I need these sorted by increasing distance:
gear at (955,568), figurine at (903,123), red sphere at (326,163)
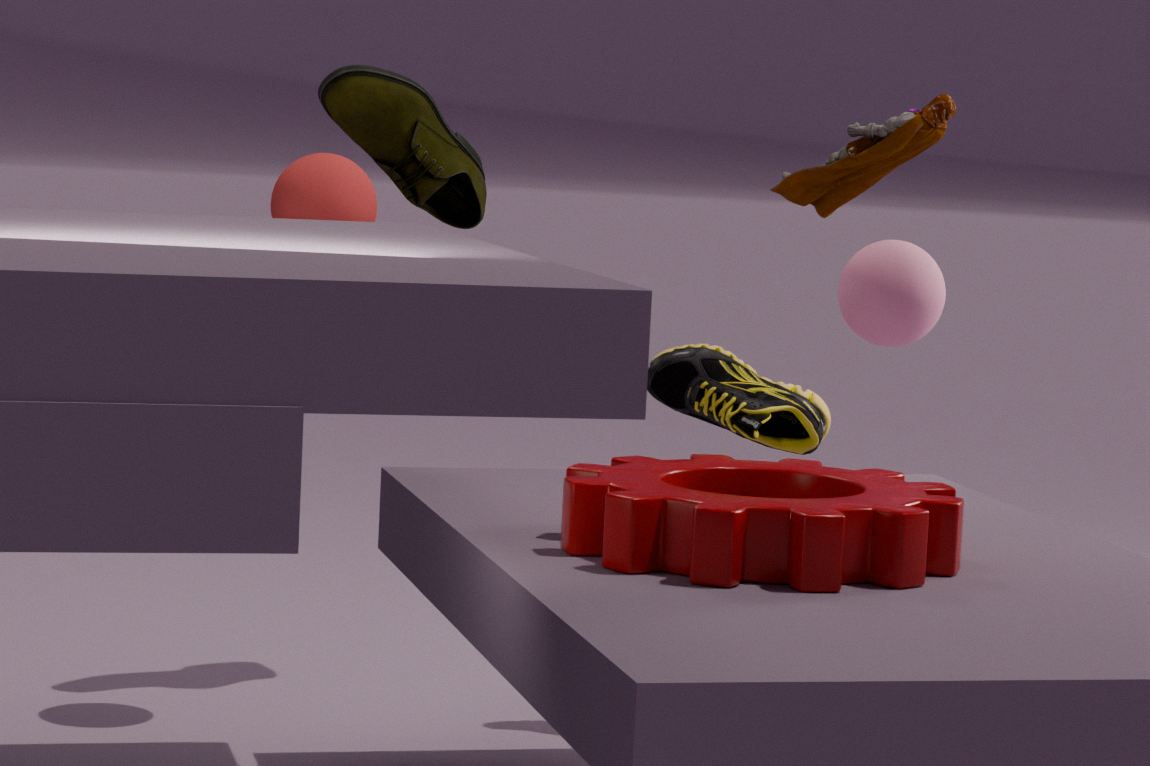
gear at (955,568)
figurine at (903,123)
red sphere at (326,163)
